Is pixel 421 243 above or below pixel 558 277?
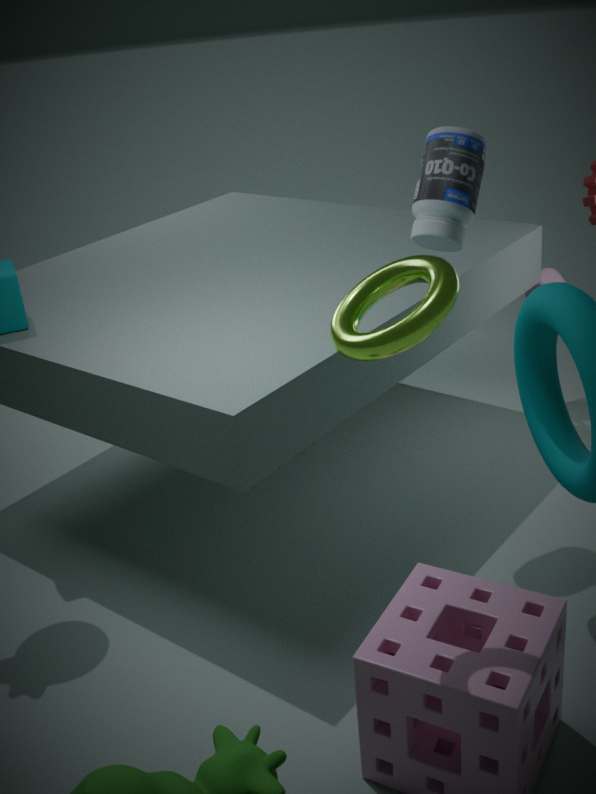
above
